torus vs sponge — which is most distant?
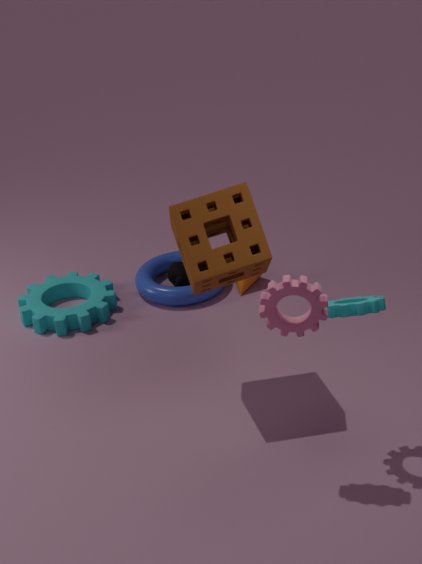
torus
